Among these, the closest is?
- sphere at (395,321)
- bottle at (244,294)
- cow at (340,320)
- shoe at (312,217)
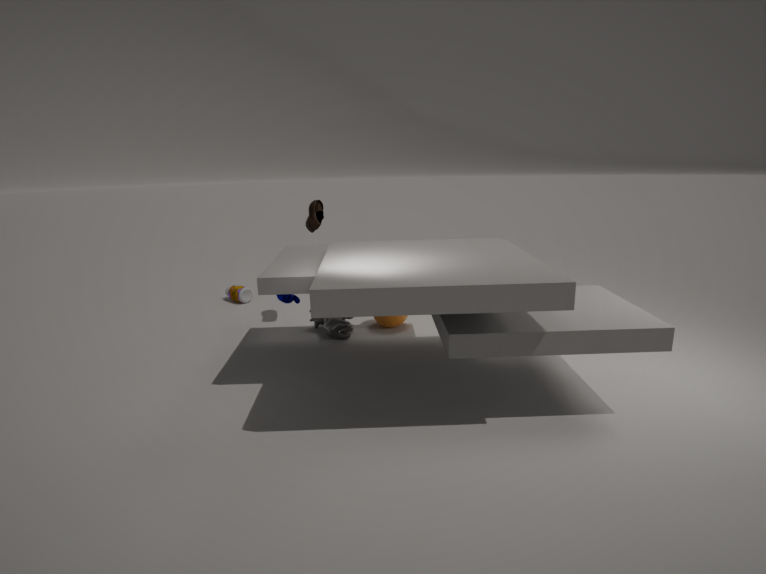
cow at (340,320)
